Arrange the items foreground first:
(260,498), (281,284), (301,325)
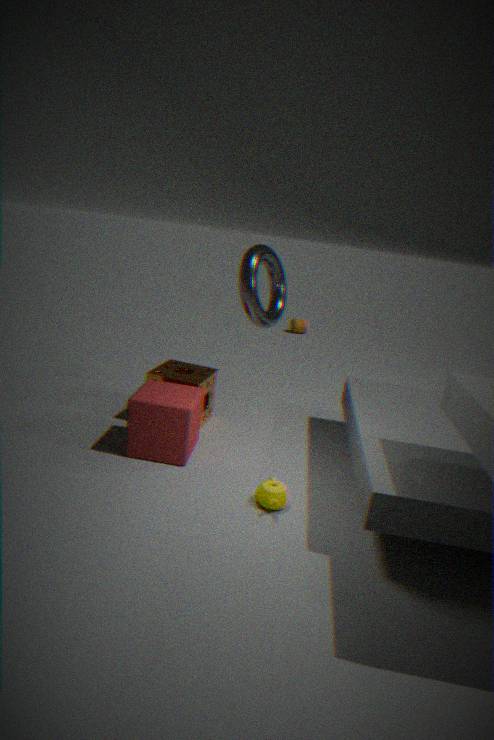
(260,498), (281,284), (301,325)
